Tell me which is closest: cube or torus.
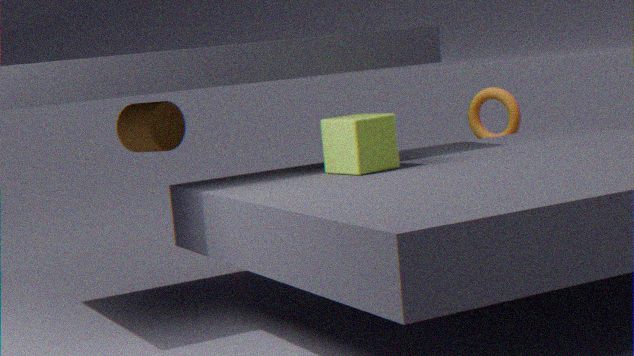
cube
